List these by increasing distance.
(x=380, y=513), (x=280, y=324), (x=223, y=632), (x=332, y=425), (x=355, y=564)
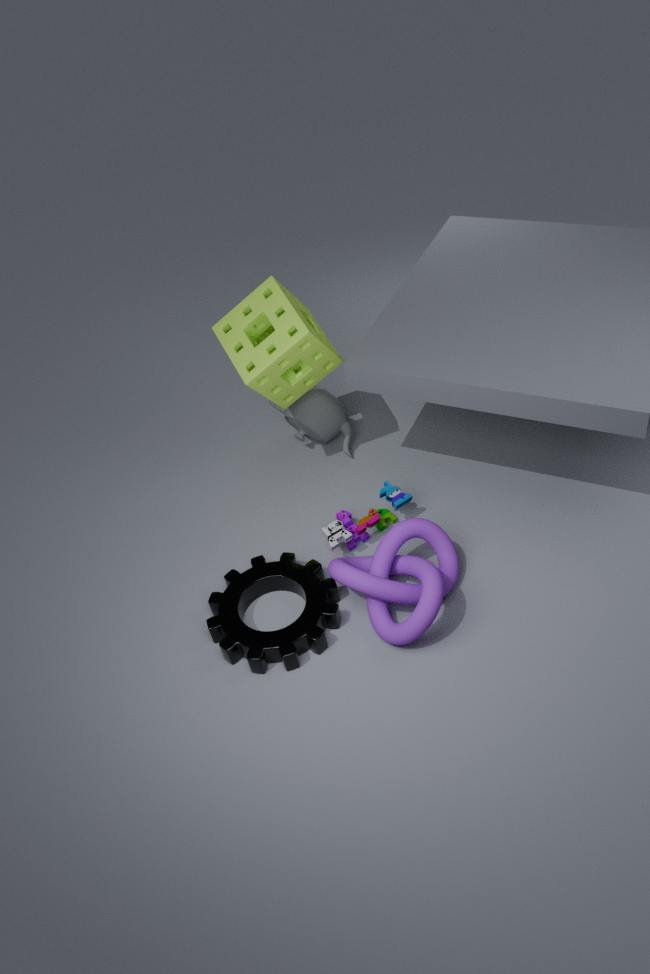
(x=223, y=632)
(x=355, y=564)
(x=280, y=324)
(x=380, y=513)
(x=332, y=425)
